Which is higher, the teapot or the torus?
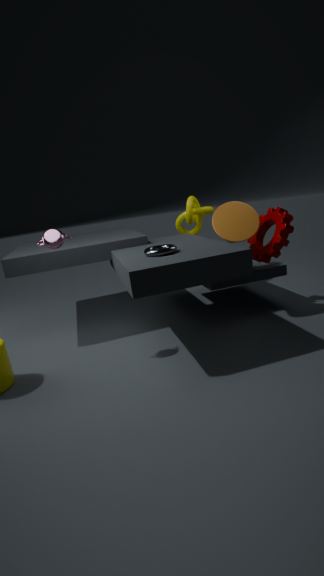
the teapot
